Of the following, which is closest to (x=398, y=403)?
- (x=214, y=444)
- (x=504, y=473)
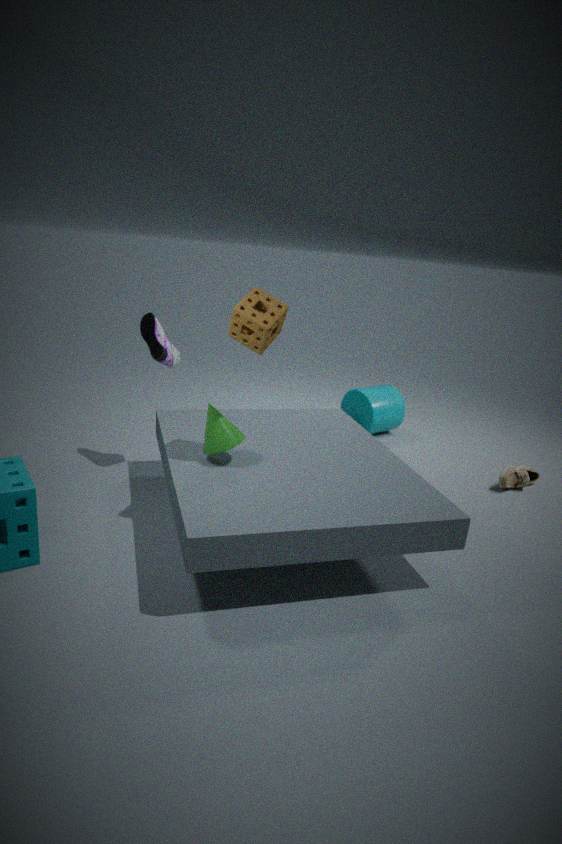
(x=504, y=473)
